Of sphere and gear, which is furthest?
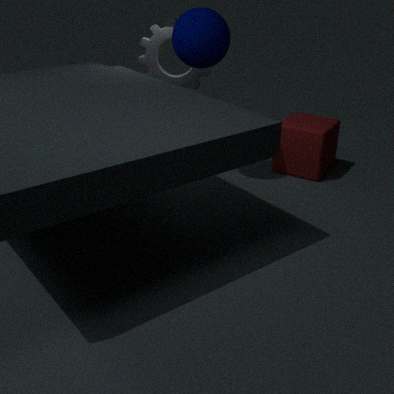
gear
